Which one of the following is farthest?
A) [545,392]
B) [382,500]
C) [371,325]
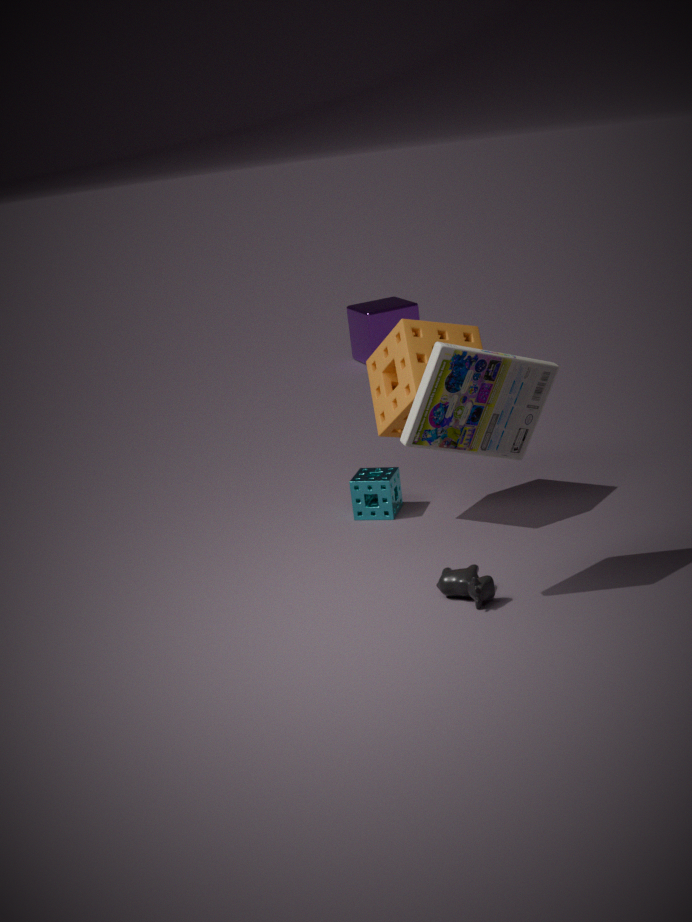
[371,325]
